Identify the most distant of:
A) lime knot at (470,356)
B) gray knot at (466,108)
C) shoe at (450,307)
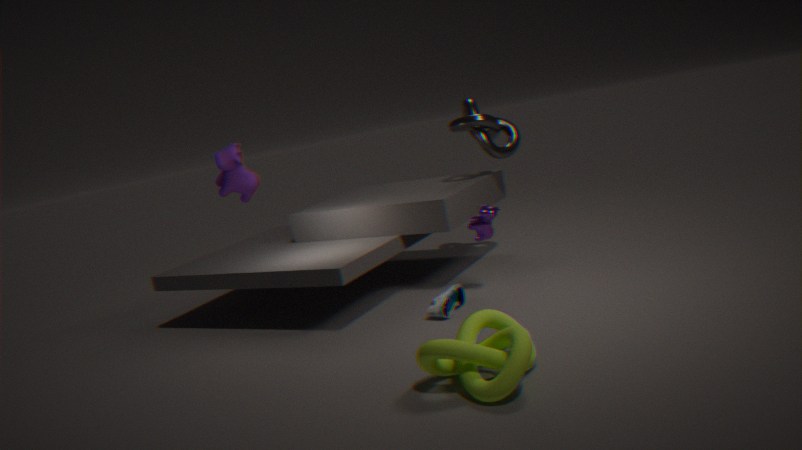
gray knot at (466,108)
